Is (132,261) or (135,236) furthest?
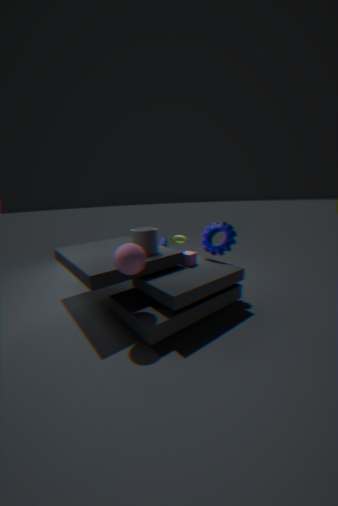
(135,236)
